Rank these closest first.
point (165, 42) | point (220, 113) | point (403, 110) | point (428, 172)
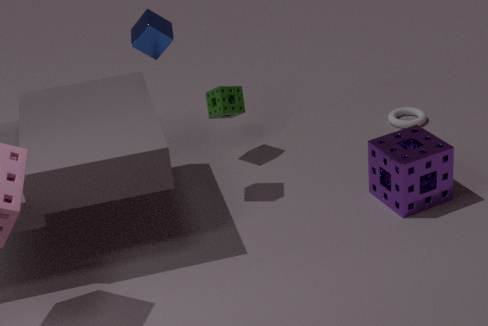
1. point (165, 42)
2. point (428, 172)
3. point (220, 113)
4. point (403, 110)
